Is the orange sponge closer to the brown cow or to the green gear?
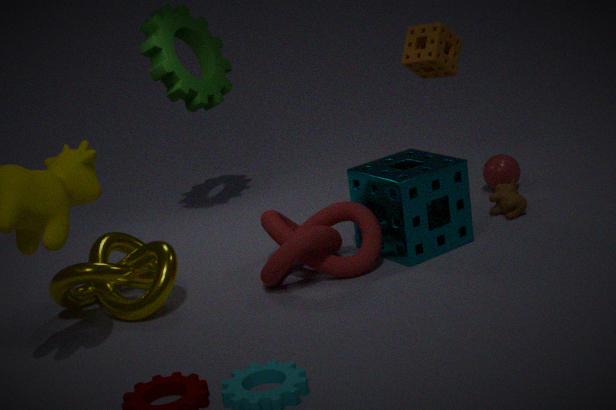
the brown cow
